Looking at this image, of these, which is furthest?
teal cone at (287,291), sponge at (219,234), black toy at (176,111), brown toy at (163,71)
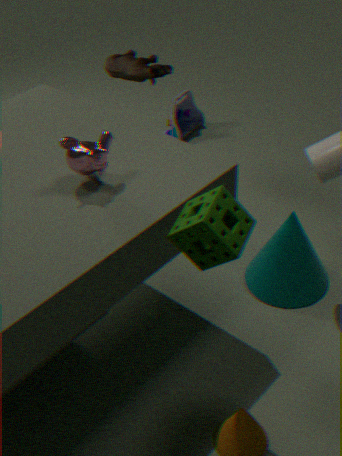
black toy at (176,111)
